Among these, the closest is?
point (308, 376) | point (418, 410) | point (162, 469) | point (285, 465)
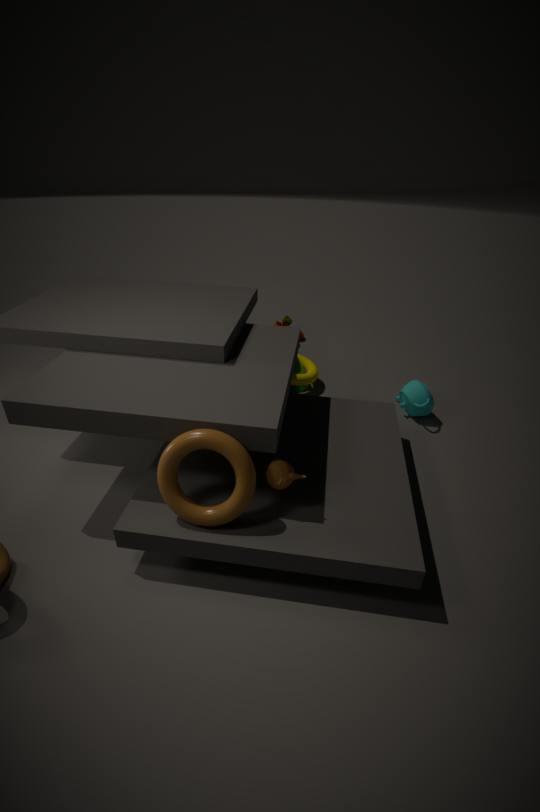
point (162, 469)
